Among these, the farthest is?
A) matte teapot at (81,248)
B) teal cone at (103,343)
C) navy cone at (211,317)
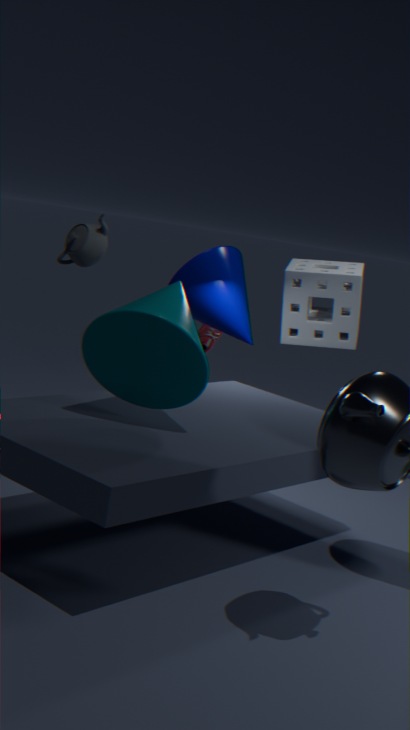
navy cone at (211,317)
